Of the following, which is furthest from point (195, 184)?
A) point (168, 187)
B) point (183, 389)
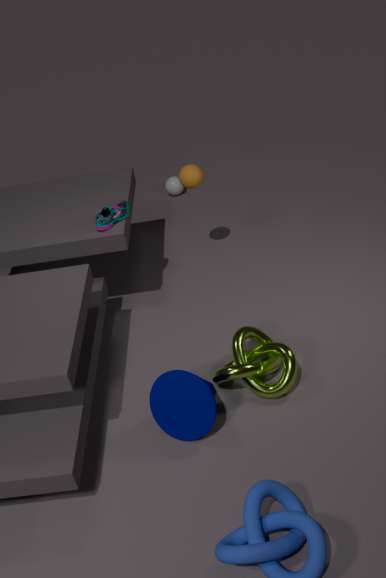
point (183, 389)
